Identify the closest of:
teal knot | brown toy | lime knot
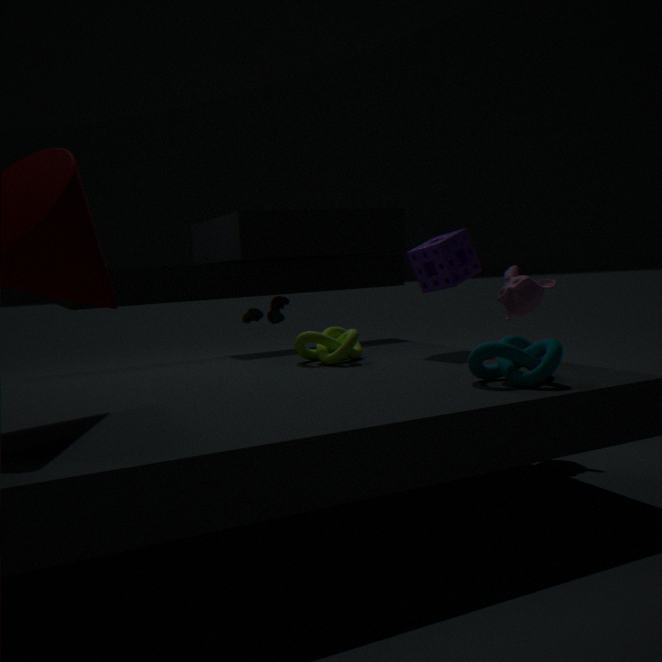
teal knot
